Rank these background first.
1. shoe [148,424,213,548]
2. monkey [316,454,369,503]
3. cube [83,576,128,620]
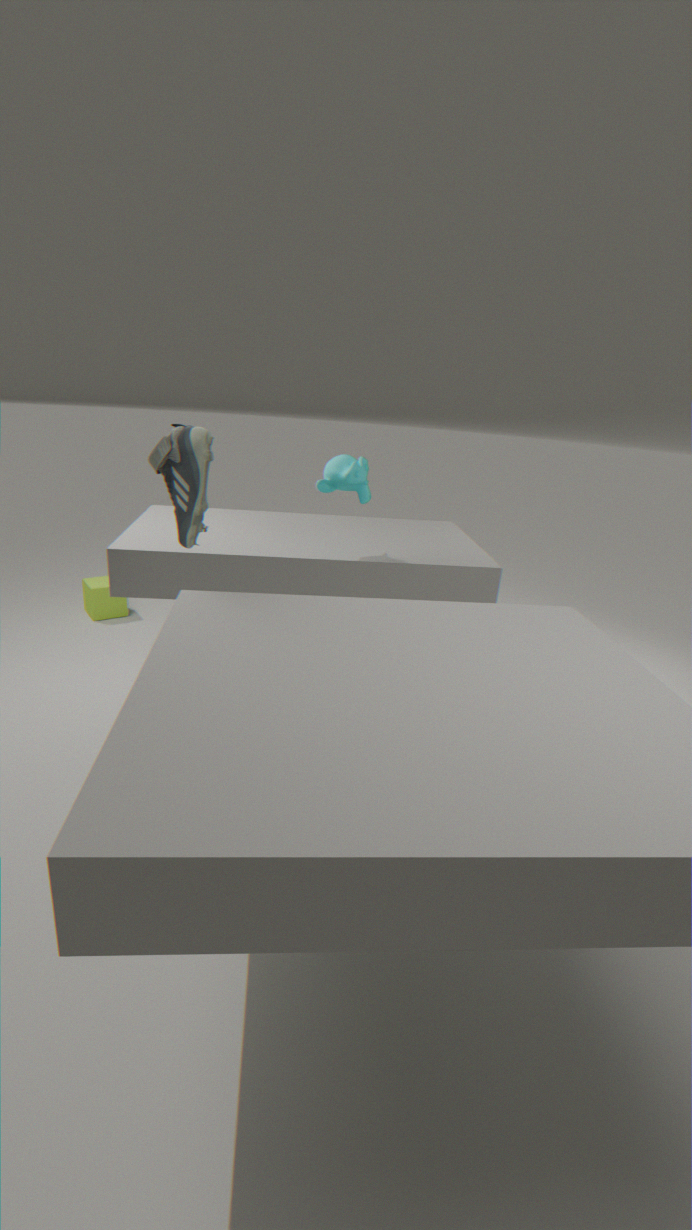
cube [83,576,128,620], monkey [316,454,369,503], shoe [148,424,213,548]
